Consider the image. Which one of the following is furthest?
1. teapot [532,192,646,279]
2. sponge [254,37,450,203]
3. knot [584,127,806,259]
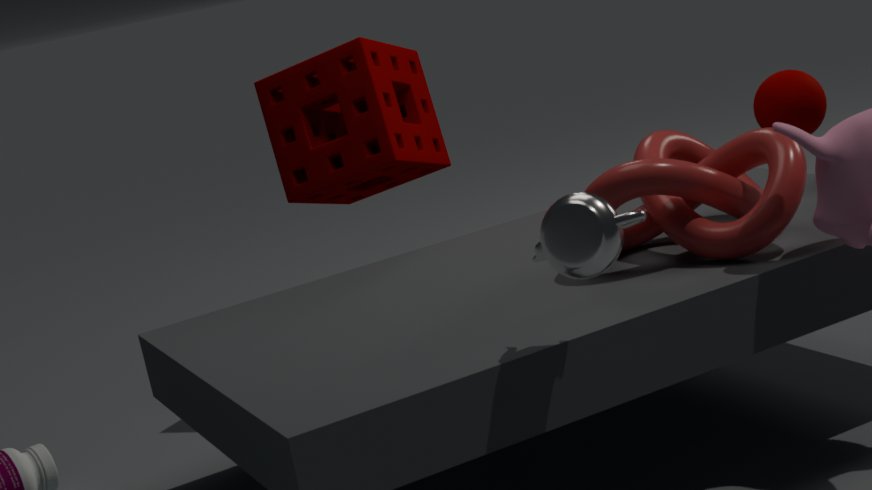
sponge [254,37,450,203]
